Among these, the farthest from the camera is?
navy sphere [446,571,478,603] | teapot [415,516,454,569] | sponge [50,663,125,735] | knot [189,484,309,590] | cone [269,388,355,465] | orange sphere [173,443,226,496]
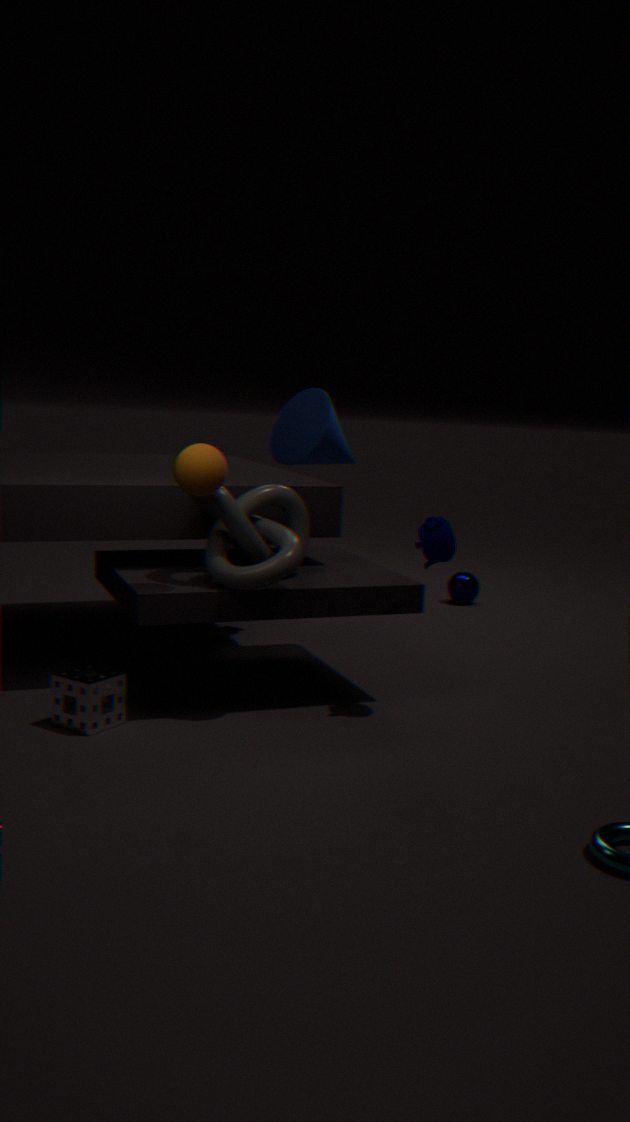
navy sphere [446,571,478,603]
